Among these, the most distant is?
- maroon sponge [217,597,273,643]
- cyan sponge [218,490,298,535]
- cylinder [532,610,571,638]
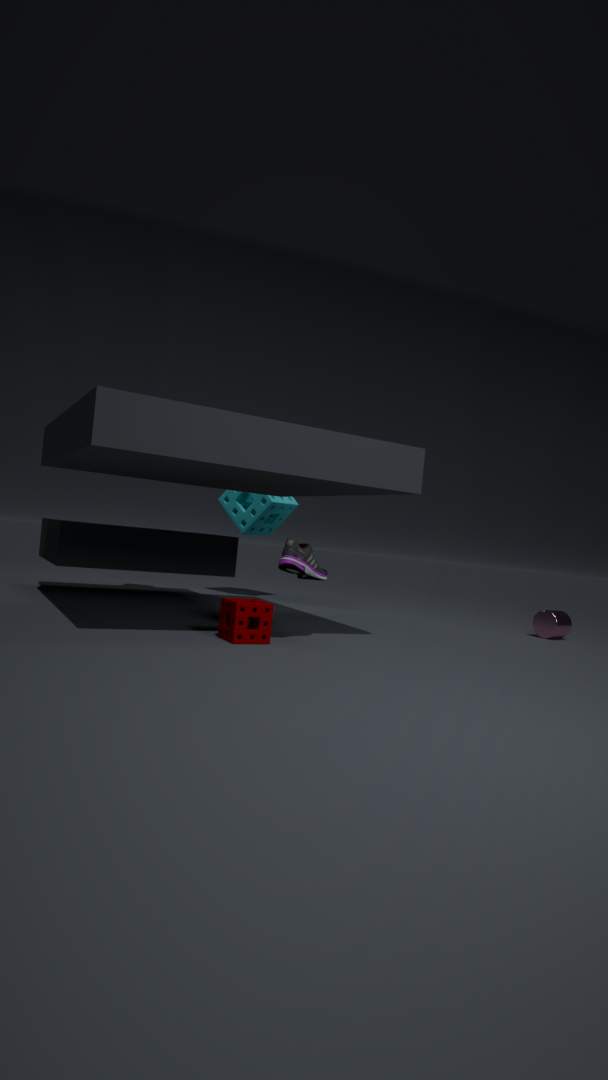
cyan sponge [218,490,298,535]
